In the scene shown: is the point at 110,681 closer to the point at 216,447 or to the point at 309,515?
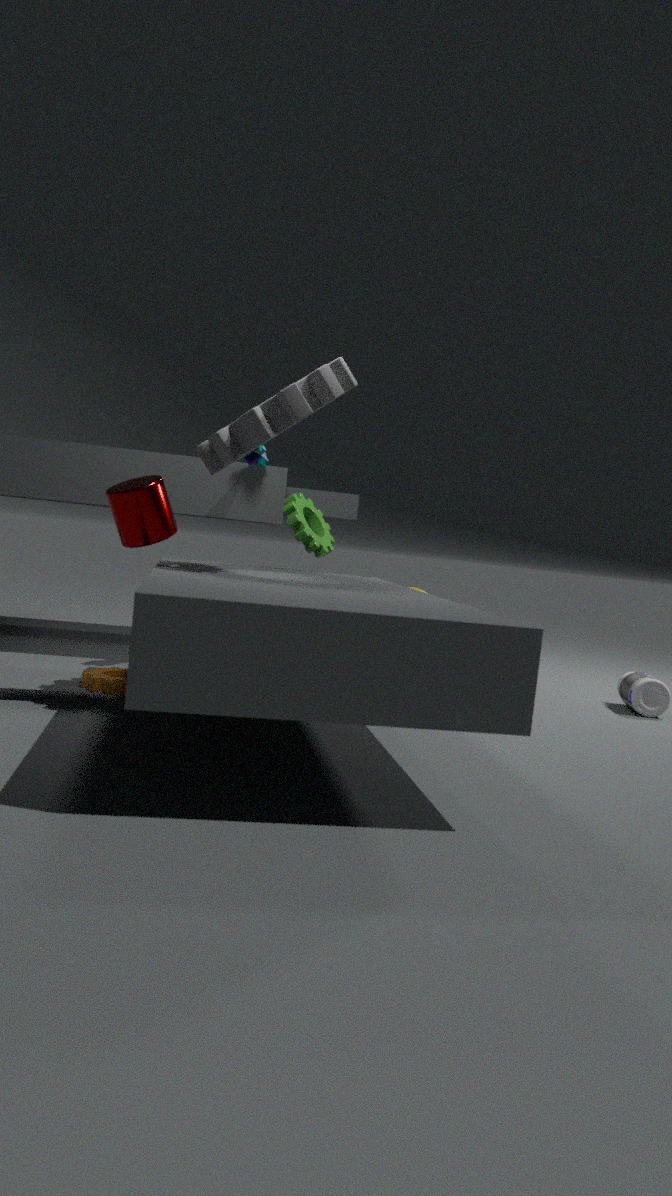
the point at 309,515
